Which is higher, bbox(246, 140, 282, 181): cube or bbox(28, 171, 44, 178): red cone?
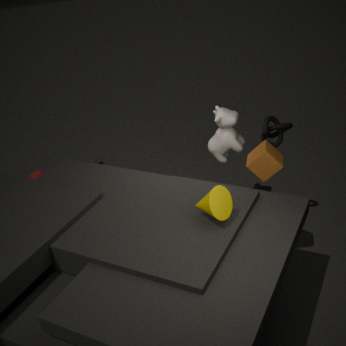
bbox(246, 140, 282, 181): cube
